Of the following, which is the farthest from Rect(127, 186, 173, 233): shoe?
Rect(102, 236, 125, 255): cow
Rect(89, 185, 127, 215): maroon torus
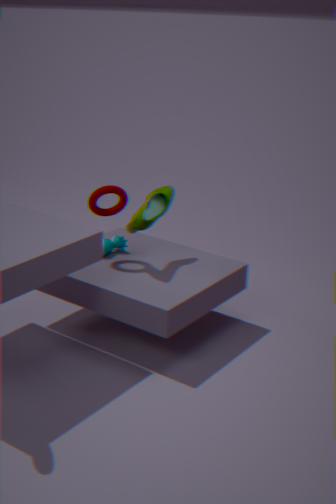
Rect(102, 236, 125, 255): cow
